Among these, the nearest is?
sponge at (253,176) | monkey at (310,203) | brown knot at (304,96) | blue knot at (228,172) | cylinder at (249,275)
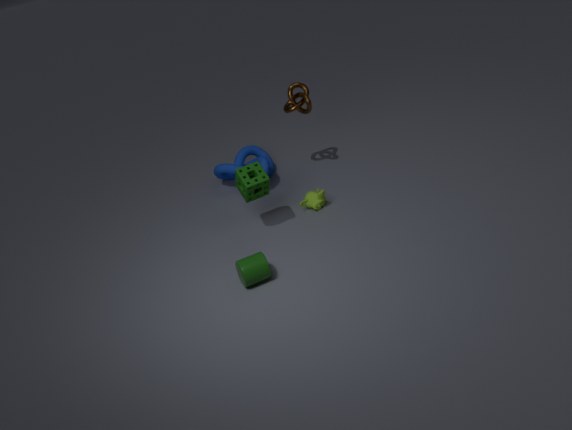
cylinder at (249,275)
